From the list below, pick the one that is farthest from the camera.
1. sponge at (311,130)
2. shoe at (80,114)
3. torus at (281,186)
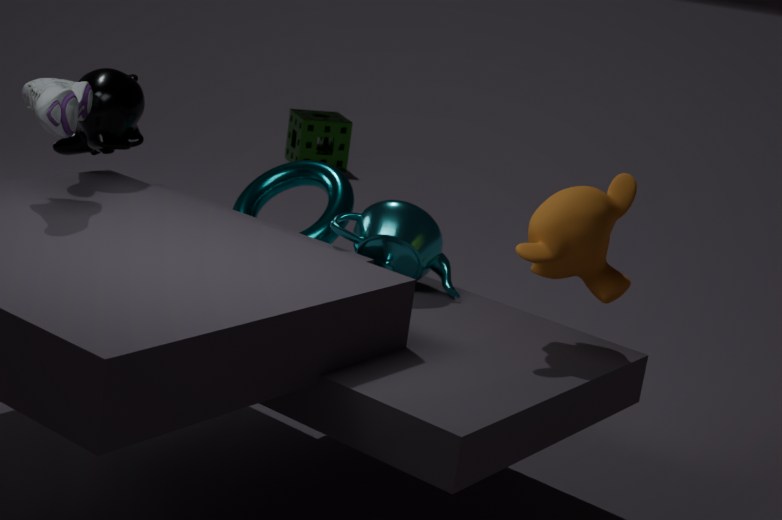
sponge at (311,130)
